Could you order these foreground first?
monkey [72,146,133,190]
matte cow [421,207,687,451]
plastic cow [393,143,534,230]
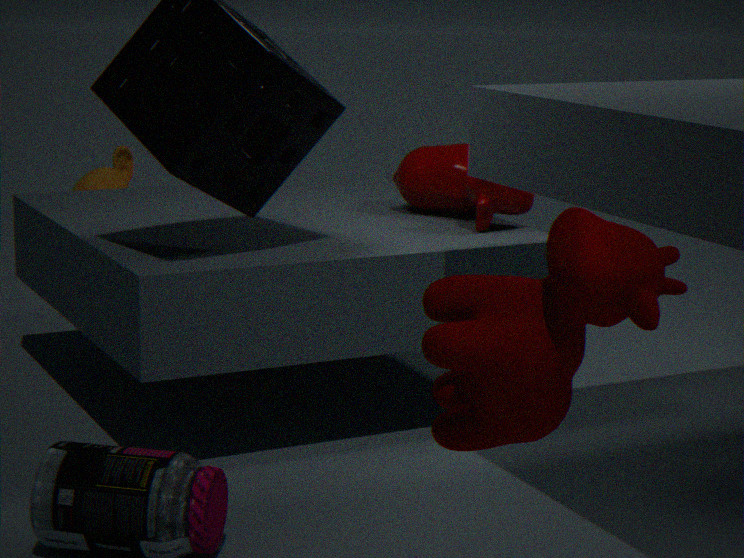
matte cow [421,207,687,451] → plastic cow [393,143,534,230] → monkey [72,146,133,190]
